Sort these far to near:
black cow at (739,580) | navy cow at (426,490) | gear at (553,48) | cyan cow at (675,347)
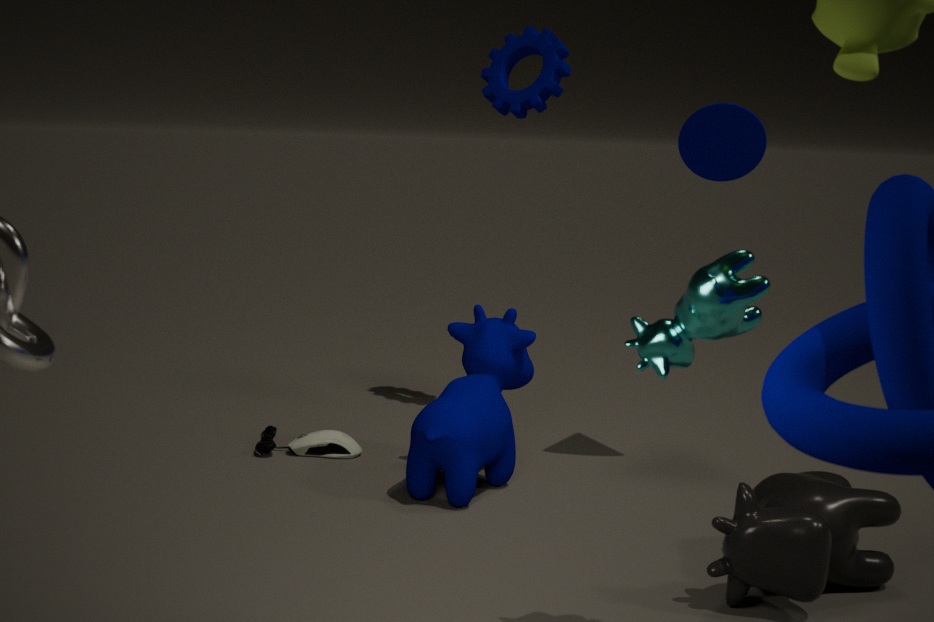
gear at (553,48)
navy cow at (426,490)
black cow at (739,580)
cyan cow at (675,347)
